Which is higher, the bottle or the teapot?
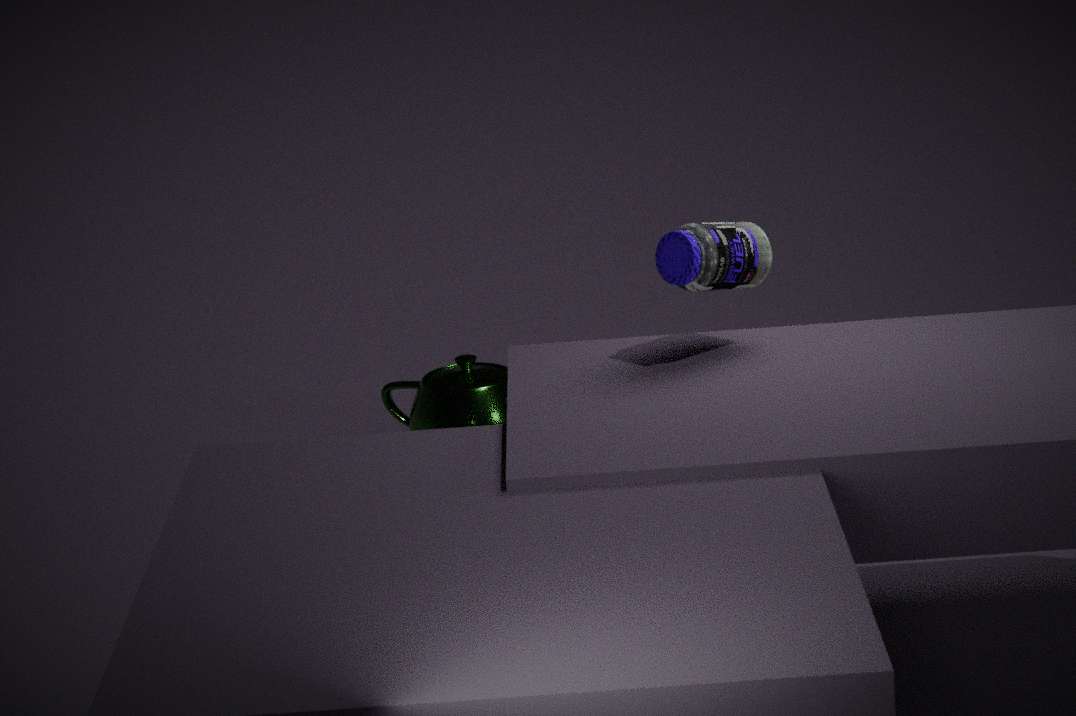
the bottle
